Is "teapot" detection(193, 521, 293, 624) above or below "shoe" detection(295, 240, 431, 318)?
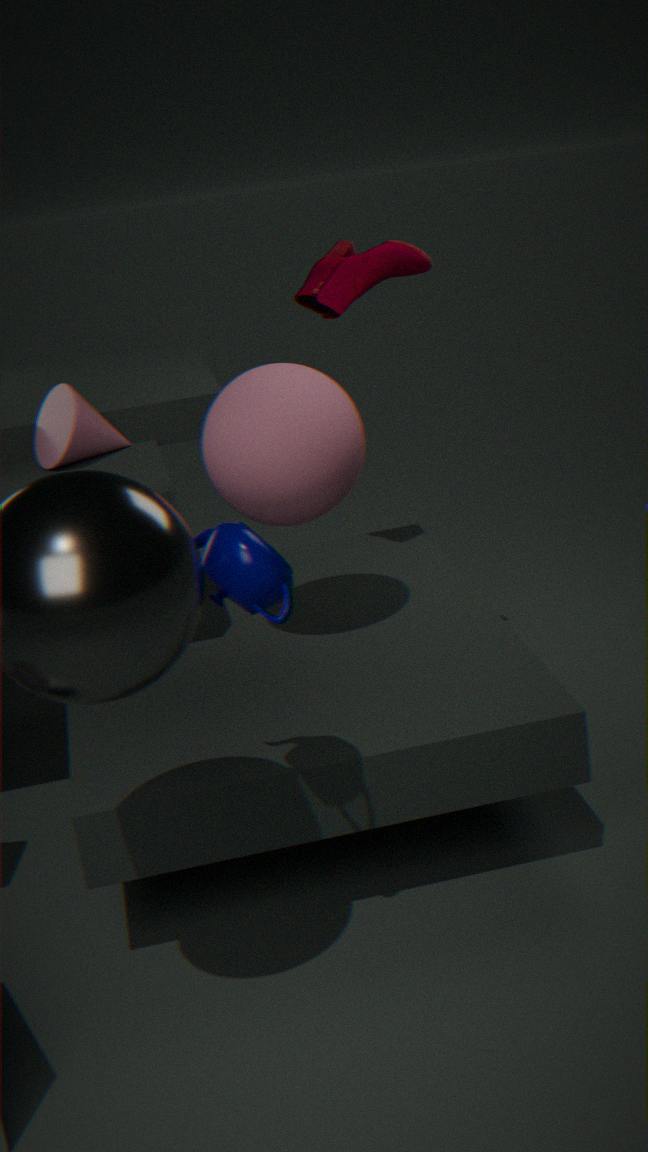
below
